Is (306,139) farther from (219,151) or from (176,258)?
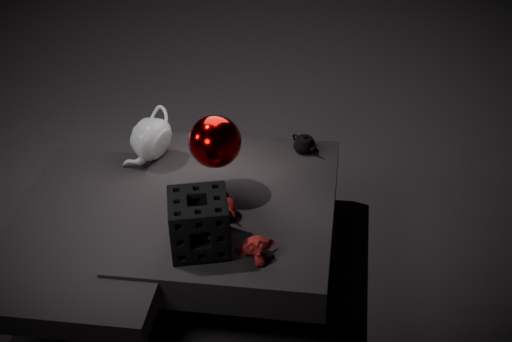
(176,258)
